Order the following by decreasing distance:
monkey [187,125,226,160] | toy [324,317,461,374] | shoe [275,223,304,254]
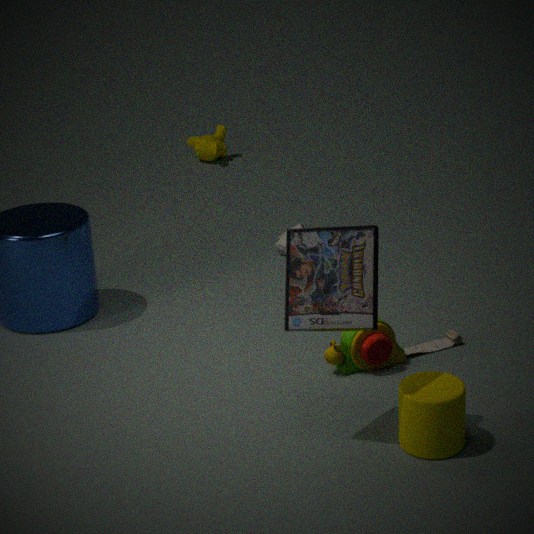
monkey [187,125,226,160] → shoe [275,223,304,254] → toy [324,317,461,374]
